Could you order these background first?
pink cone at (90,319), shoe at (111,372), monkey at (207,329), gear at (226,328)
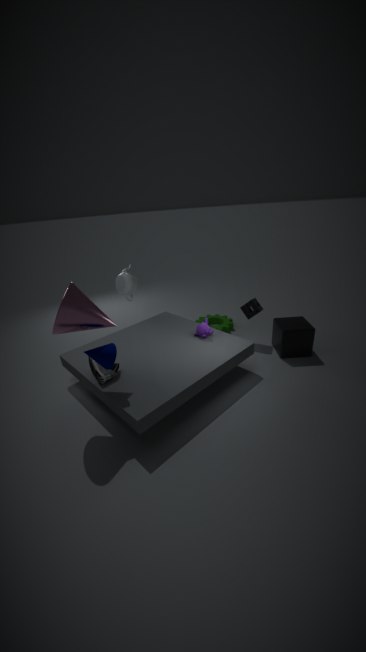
gear at (226,328)
monkey at (207,329)
shoe at (111,372)
pink cone at (90,319)
